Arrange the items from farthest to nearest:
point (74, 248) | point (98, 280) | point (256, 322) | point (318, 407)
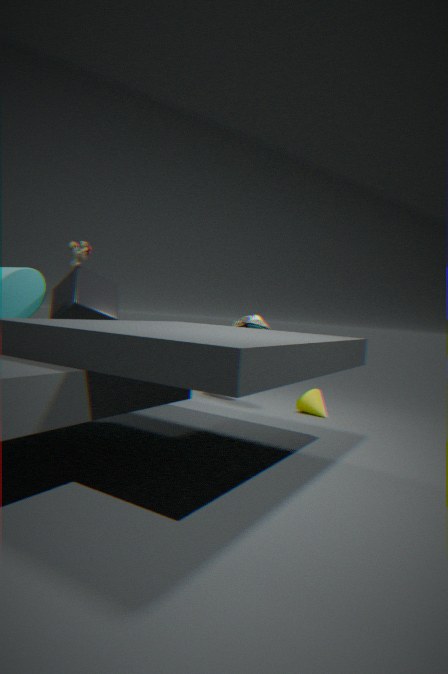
point (256, 322) < point (318, 407) < point (98, 280) < point (74, 248)
